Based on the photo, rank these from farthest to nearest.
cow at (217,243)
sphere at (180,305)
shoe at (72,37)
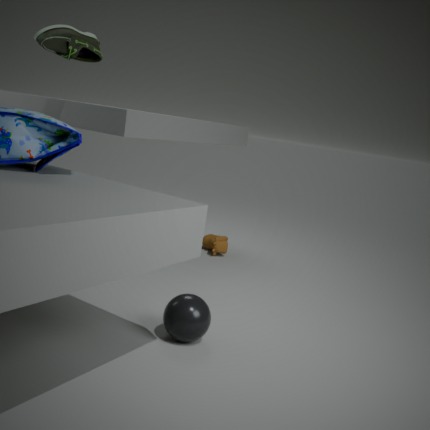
cow at (217,243) < shoe at (72,37) < sphere at (180,305)
